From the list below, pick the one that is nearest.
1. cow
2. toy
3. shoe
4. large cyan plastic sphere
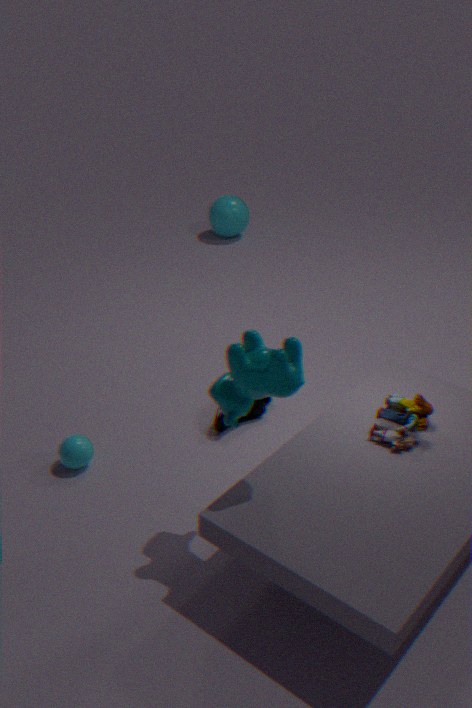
cow
